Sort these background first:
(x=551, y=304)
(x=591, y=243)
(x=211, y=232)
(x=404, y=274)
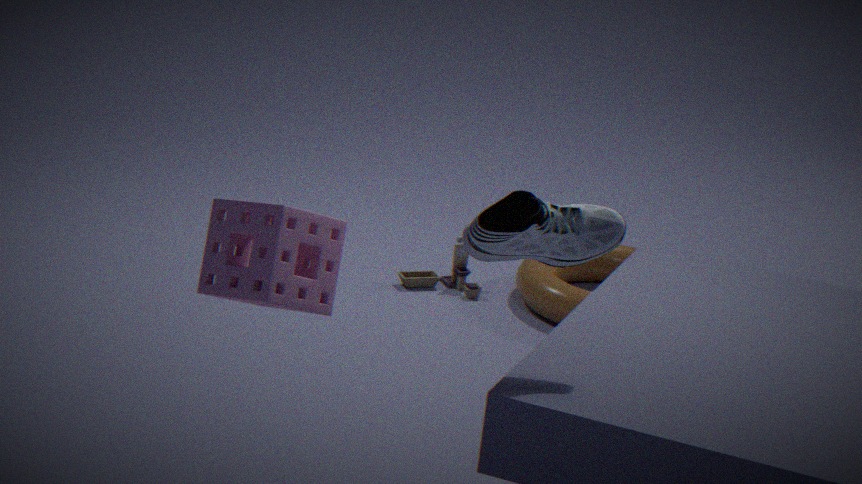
(x=404, y=274) < (x=551, y=304) < (x=211, y=232) < (x=591, y=243)
